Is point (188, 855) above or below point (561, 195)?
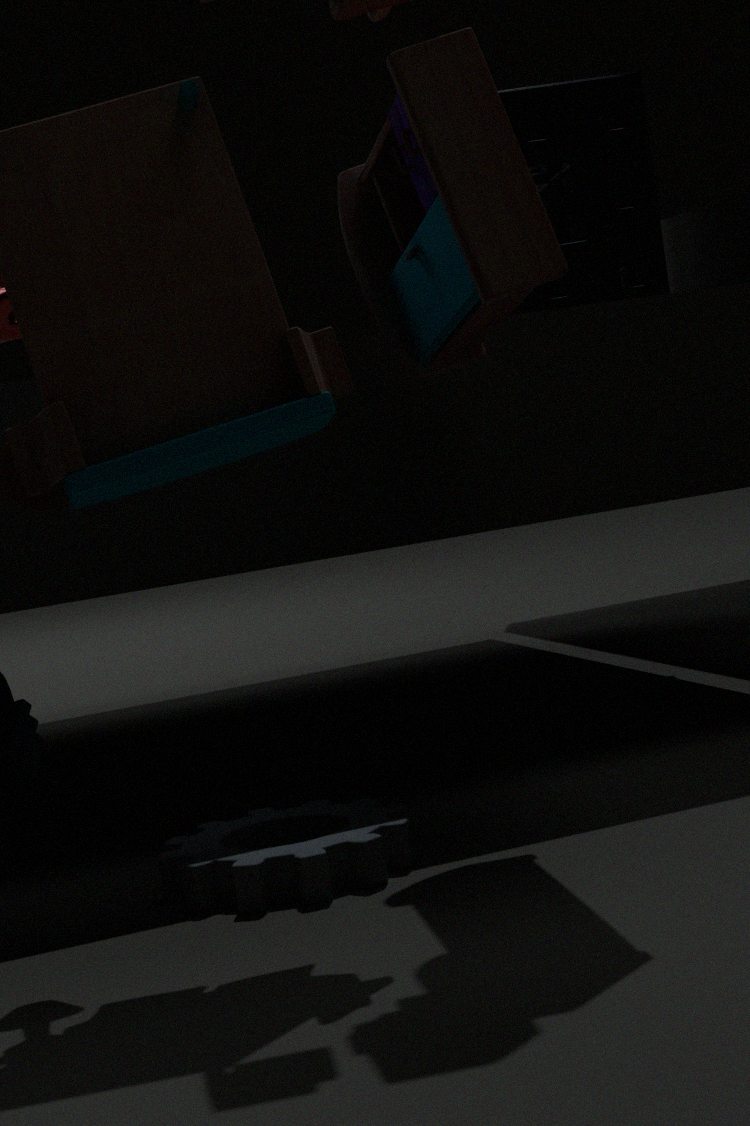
below
